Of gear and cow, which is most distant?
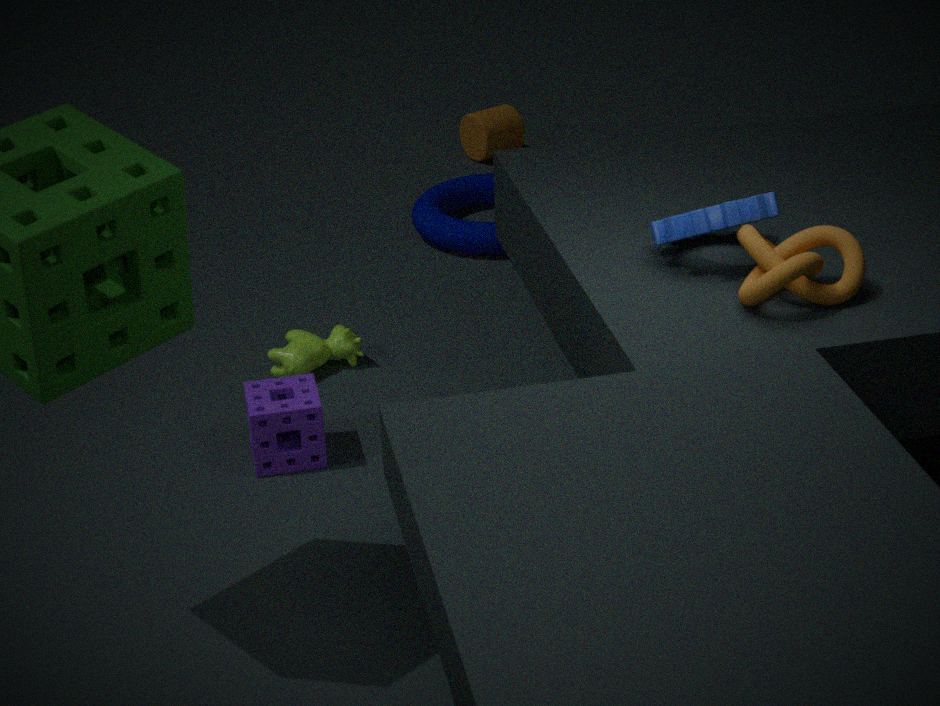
cow
